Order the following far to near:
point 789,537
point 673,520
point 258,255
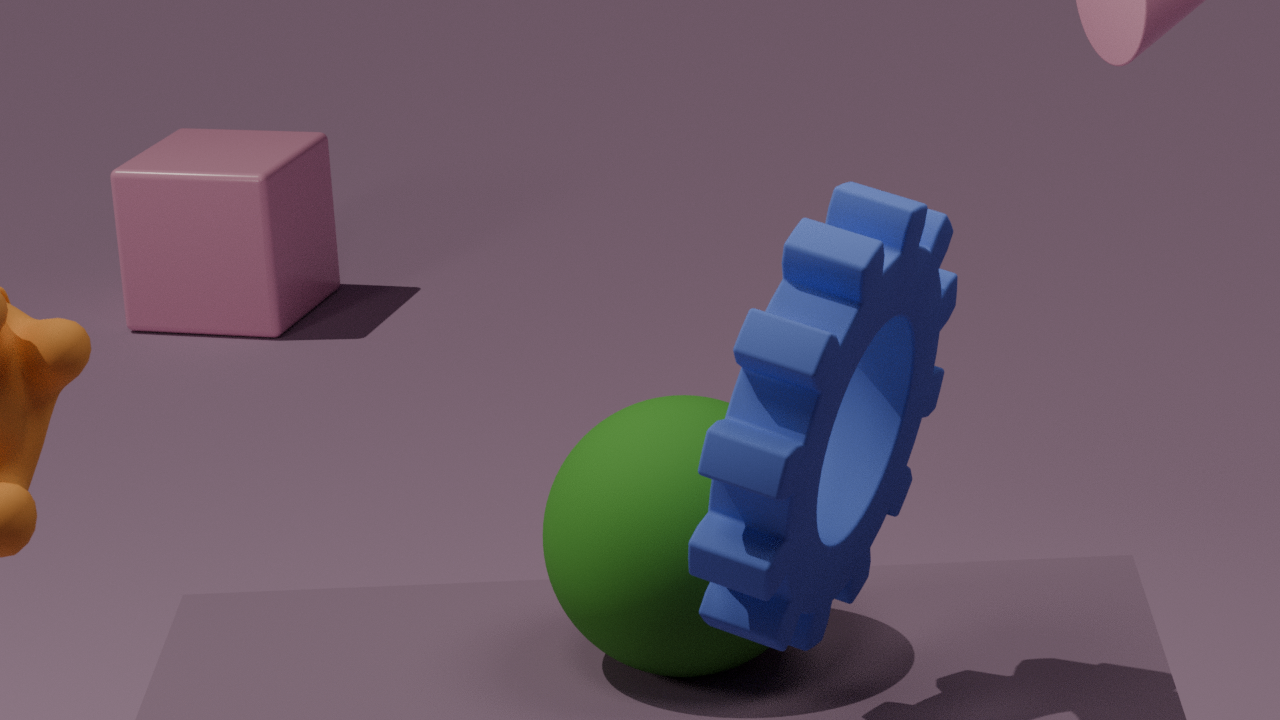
1. point 258,255
2. point 673,520
3. point 789,537
